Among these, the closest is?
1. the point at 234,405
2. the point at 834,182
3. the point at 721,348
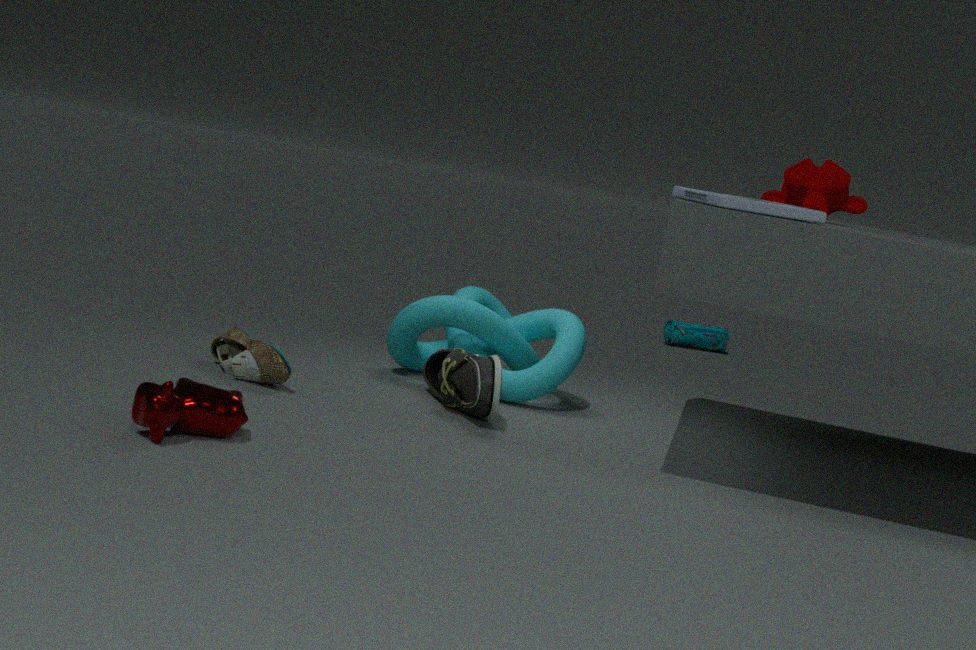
the point at 234,405
